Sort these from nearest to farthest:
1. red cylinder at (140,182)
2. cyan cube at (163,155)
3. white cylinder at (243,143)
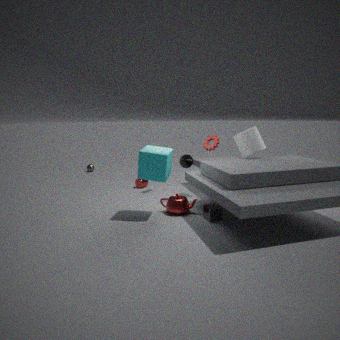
cyan cube at (163,155) → white cylinder at (243,143) → red cylinder at (140,182)
